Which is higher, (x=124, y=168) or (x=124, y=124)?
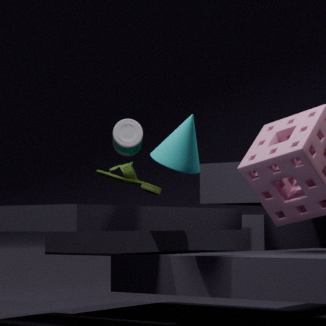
(x=124, y=124)
